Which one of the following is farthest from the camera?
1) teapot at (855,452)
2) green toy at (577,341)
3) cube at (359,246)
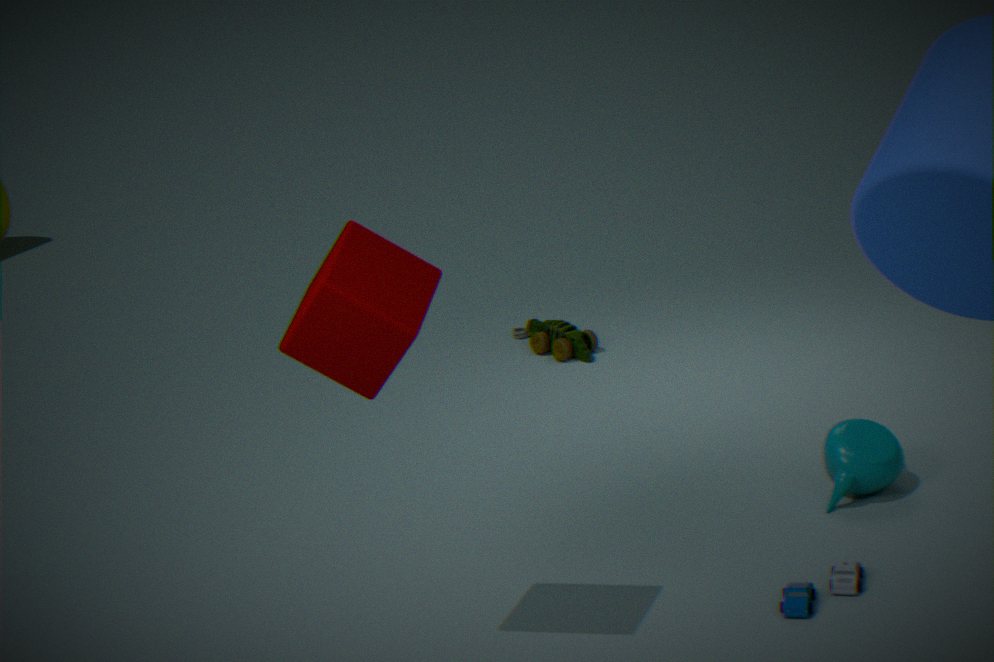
2. green toy at (577,341)
